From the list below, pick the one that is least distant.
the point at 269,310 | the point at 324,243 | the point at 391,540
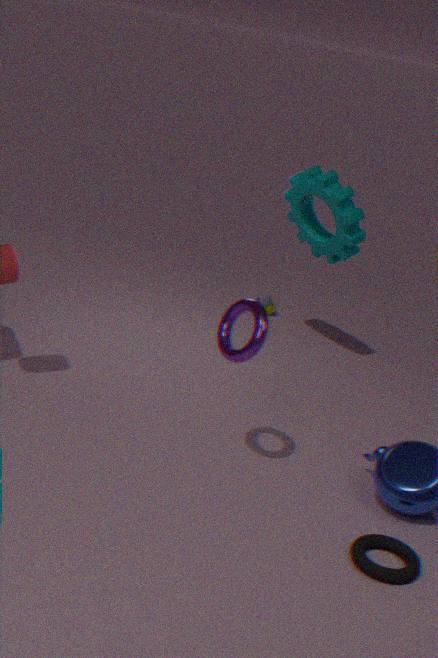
the point at 391,540
